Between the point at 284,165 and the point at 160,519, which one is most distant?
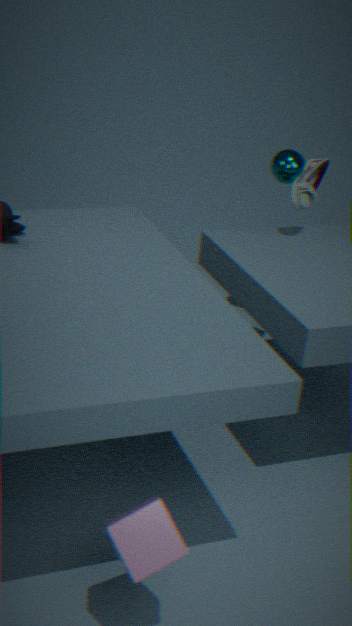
the point at 284,165
